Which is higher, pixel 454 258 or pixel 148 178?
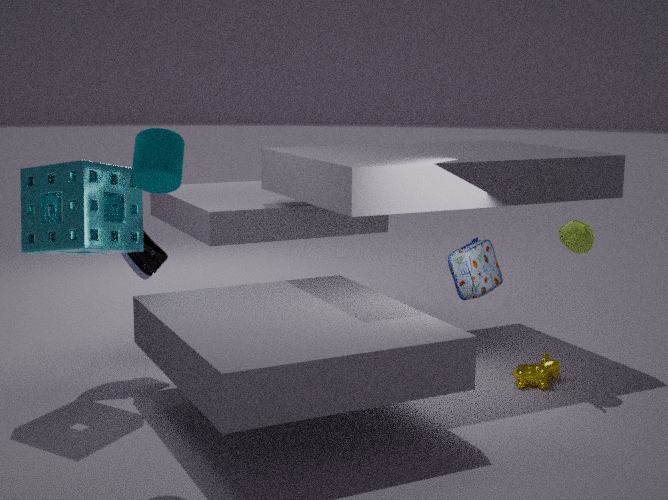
pixel 148 178
